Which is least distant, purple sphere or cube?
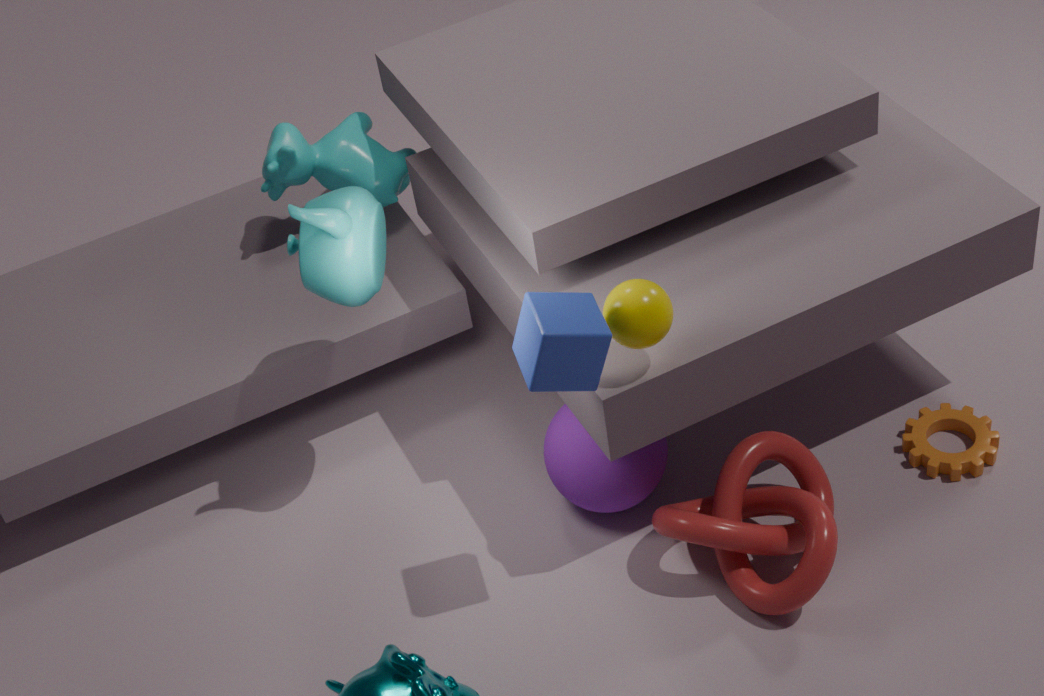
cube
